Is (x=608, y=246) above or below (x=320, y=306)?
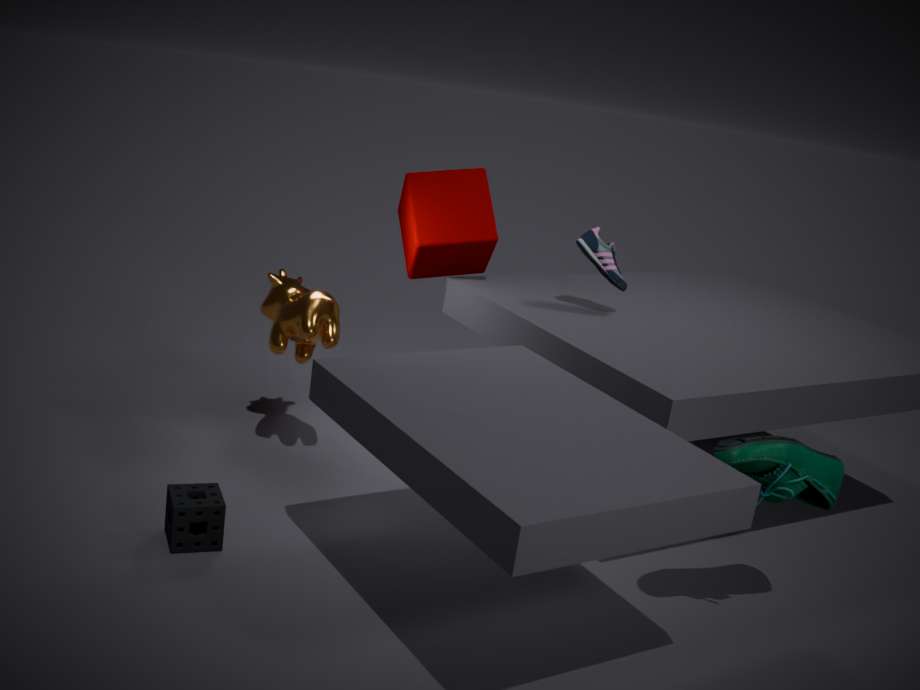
above
